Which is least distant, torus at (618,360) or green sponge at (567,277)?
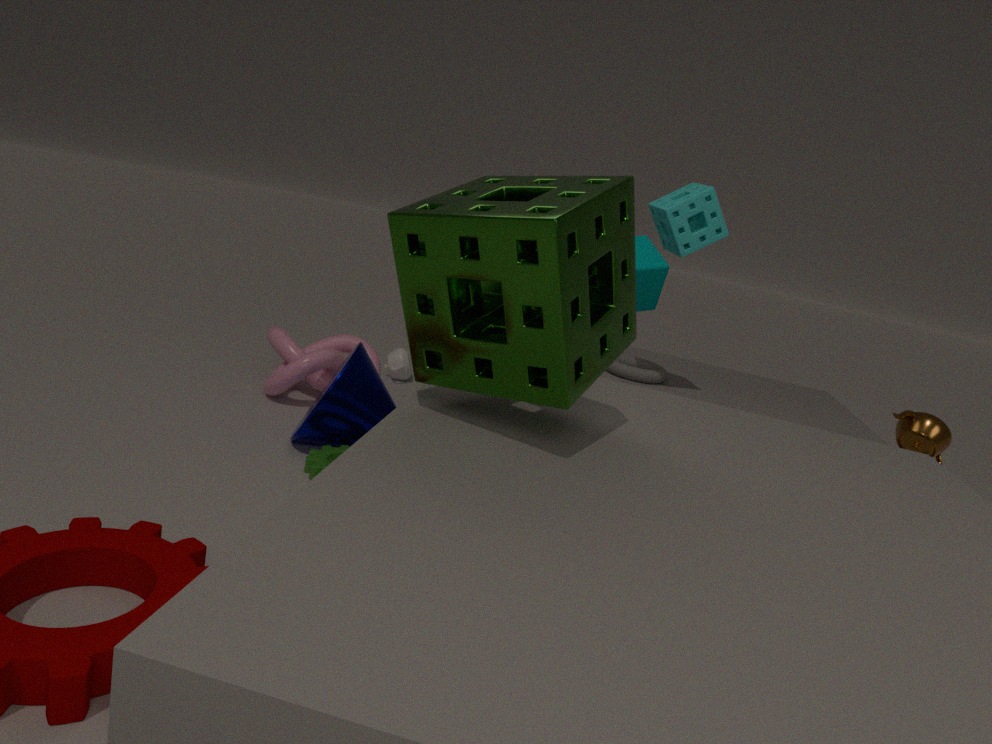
green sponge at (567,277)
